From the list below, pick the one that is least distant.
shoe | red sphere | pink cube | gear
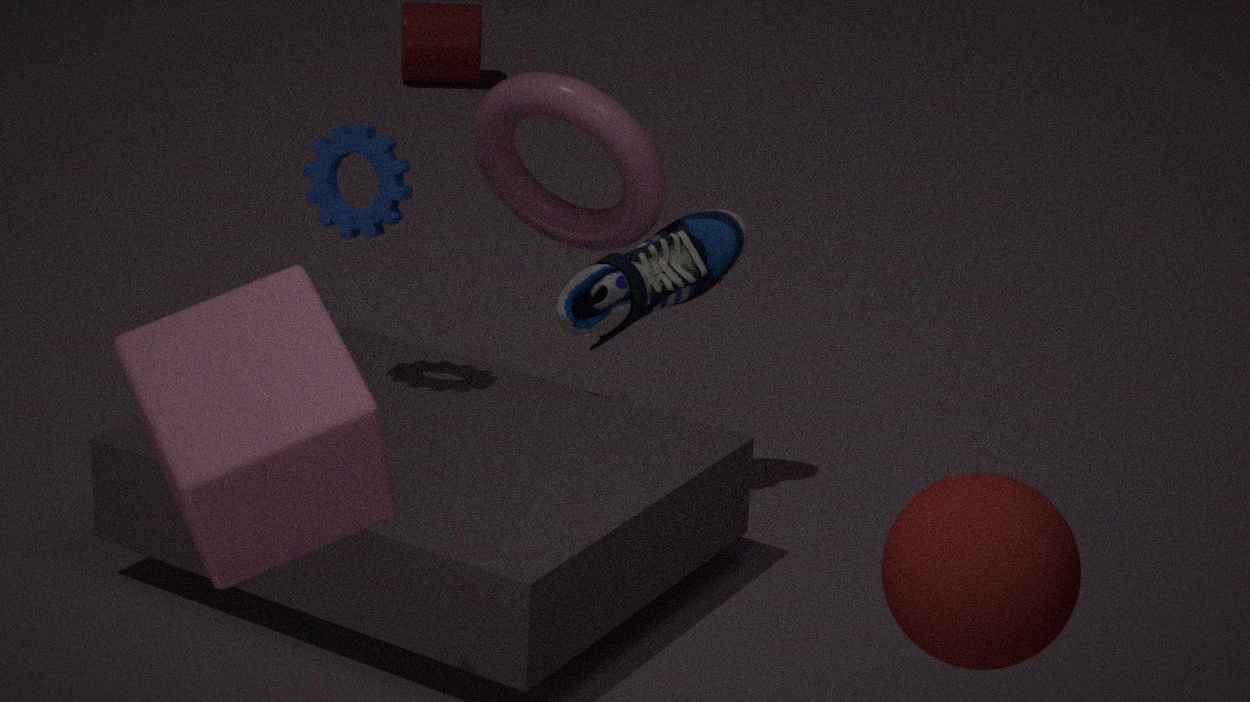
pink cube
